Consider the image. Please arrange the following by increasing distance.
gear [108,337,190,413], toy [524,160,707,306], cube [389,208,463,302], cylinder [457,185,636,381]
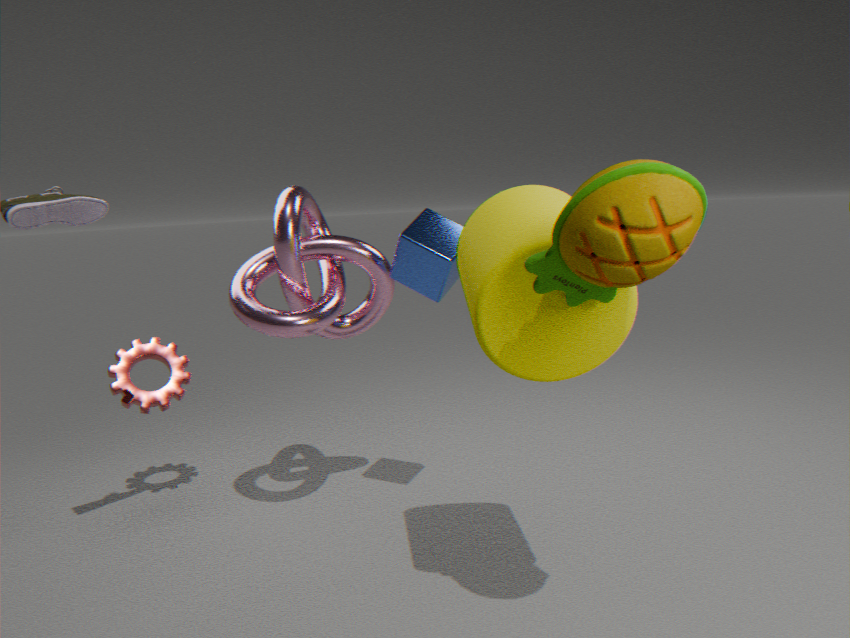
toy [524,160,707,306]
cylinder [457,185,636,381]
cube [389,208,463,302]
gear [108,337,190,413]
